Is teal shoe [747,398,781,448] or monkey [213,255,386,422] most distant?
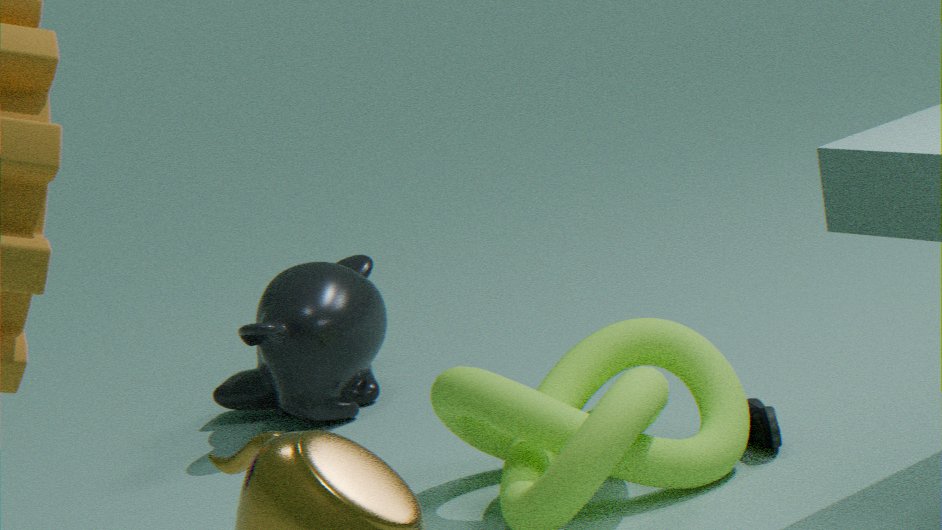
monkey [213,255,386,422]
